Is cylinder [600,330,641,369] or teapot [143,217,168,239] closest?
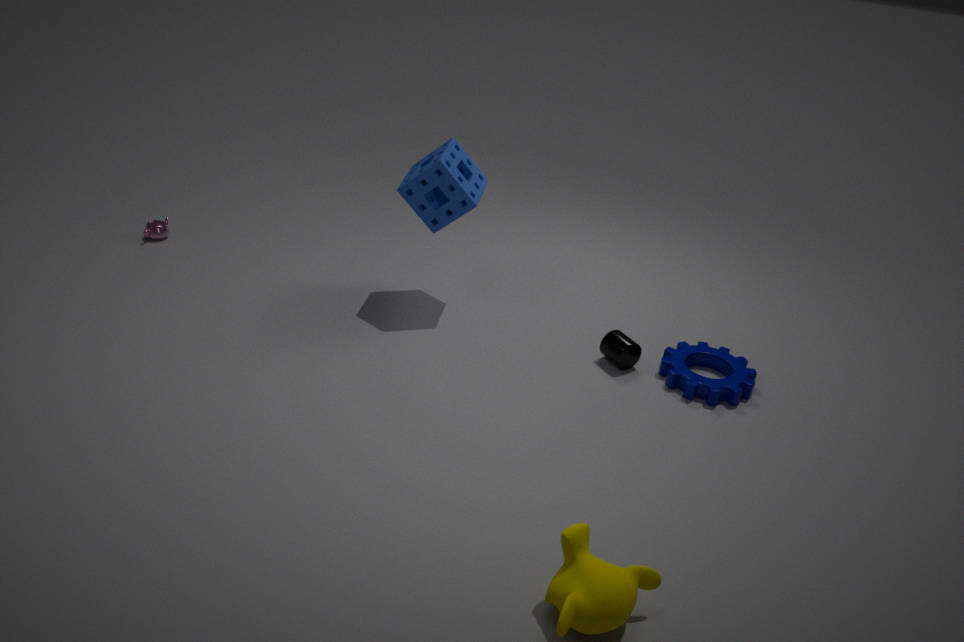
cylinder [600,330,641,369]
